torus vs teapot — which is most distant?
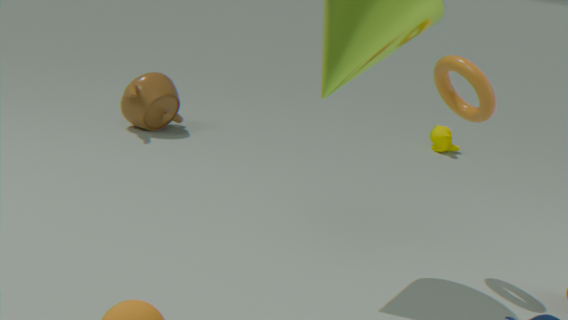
teapot
